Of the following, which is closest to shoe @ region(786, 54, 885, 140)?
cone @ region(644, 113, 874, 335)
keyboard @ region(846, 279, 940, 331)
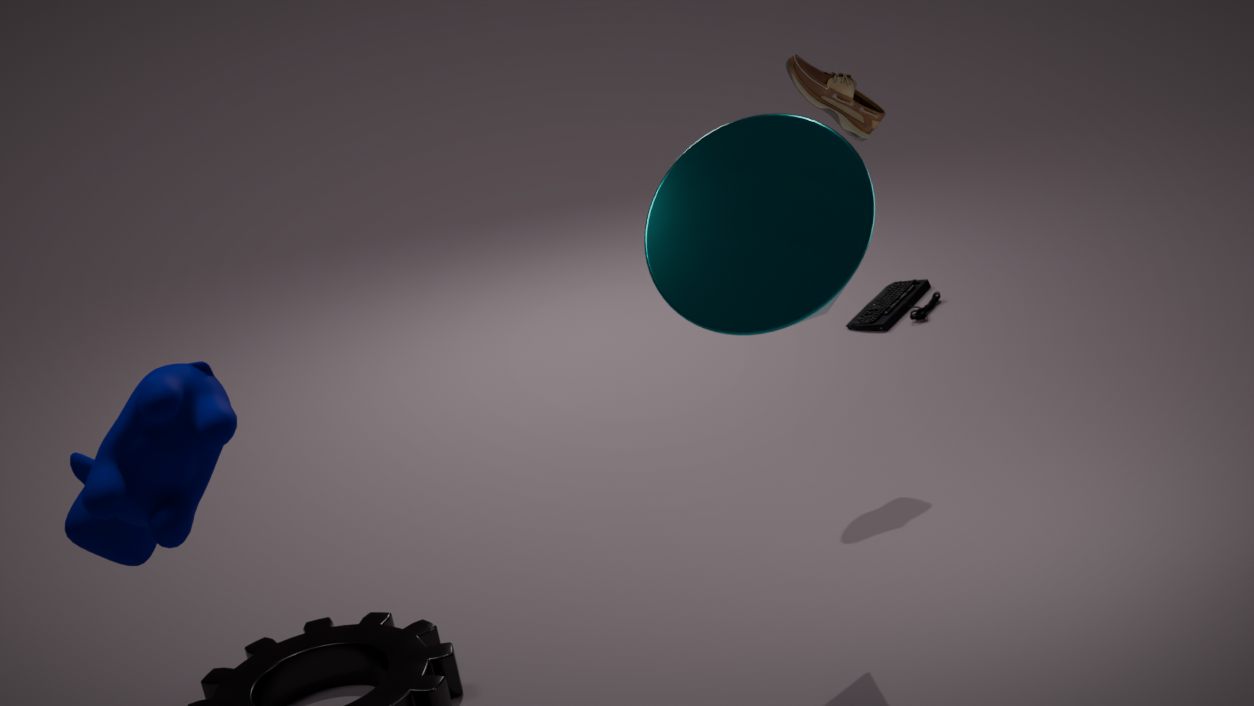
cone @ region(644, 113, 874, 335)
